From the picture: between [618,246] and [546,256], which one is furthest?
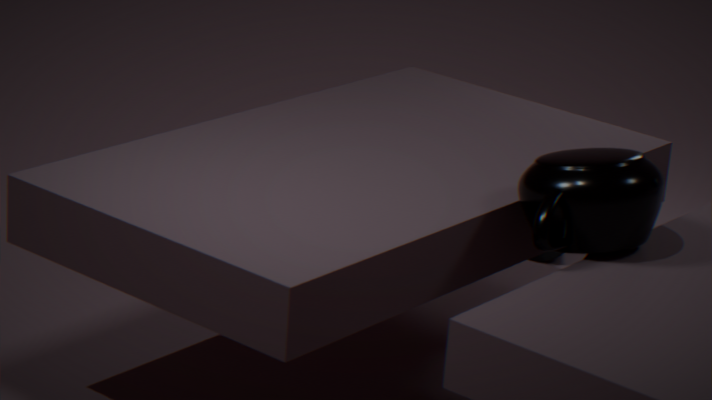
[546,256]
